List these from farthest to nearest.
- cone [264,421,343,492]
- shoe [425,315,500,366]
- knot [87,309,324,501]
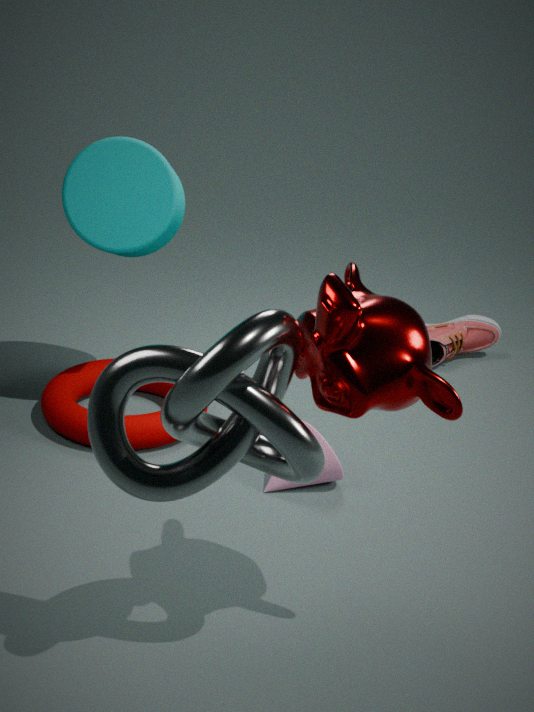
shoe [425,315,500,366] < cone [264,421,343,492] < knot [87,309,324,501]
